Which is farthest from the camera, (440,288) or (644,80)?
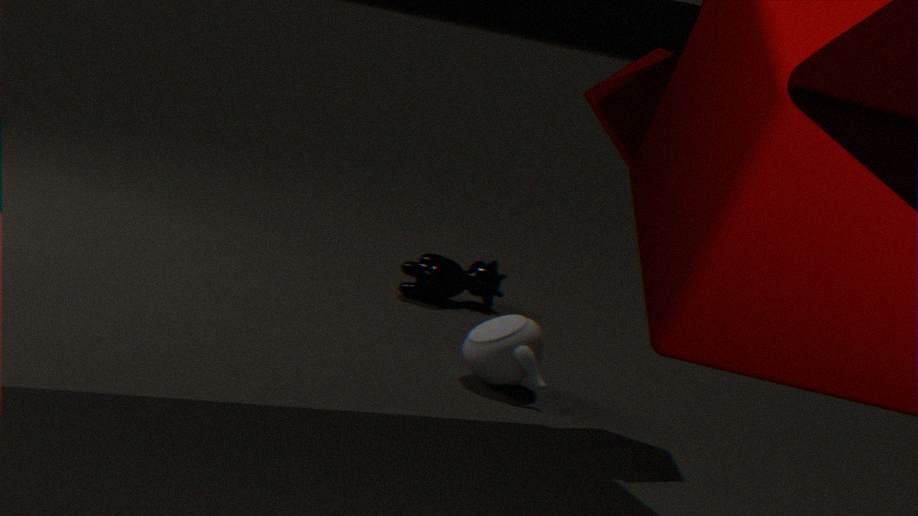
(440,288)
